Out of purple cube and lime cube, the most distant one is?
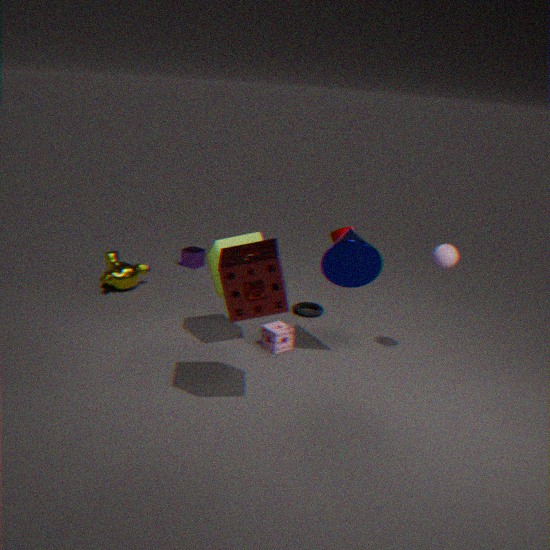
purple cube
